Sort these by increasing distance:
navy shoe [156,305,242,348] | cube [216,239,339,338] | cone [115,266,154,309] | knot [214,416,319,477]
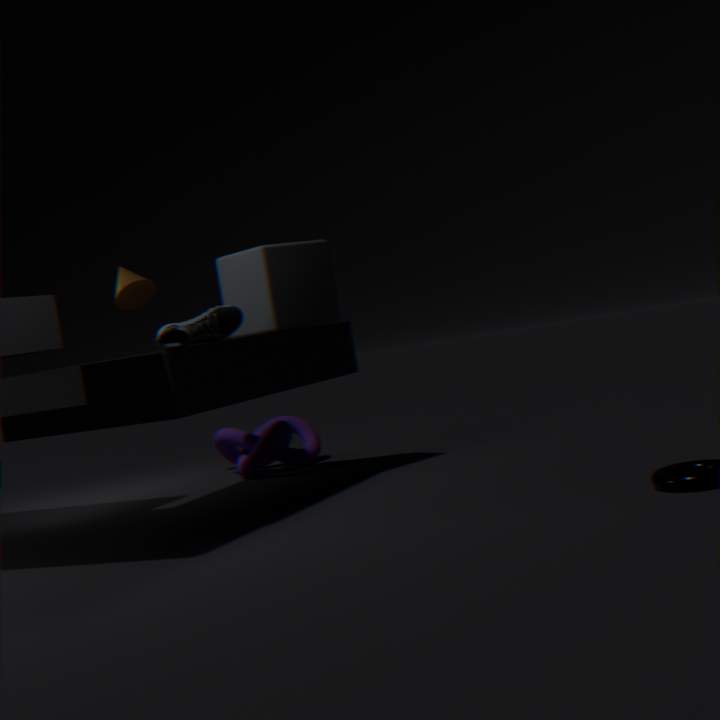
1. navy shoe [156,305,242,348]
2. cube [216,239,339,338]
3. knot [214,416,319,477]
4. cone [115,266,154,309]
